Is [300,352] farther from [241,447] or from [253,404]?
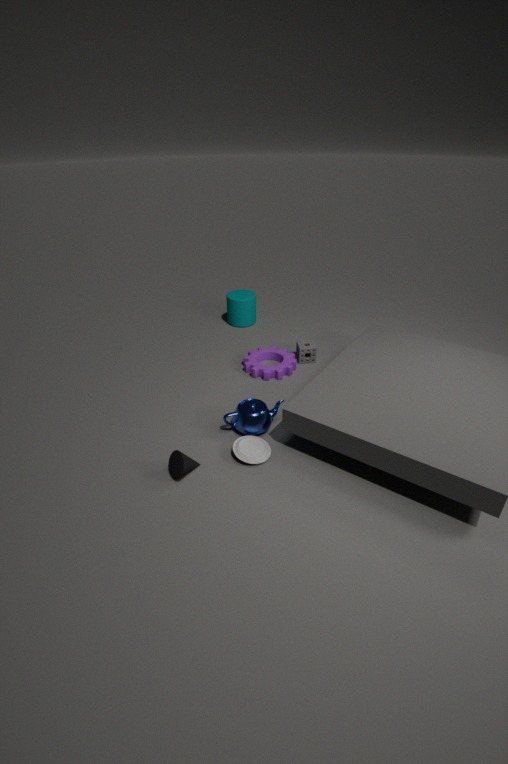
[241,447]
